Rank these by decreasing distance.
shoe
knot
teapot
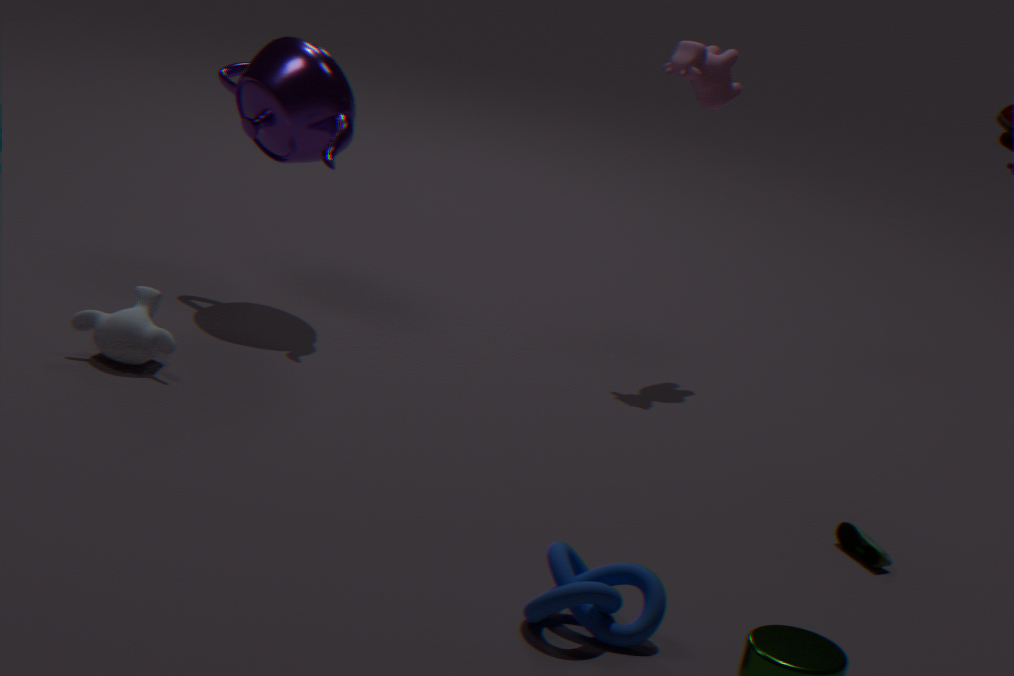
teapot → shoe → knot
